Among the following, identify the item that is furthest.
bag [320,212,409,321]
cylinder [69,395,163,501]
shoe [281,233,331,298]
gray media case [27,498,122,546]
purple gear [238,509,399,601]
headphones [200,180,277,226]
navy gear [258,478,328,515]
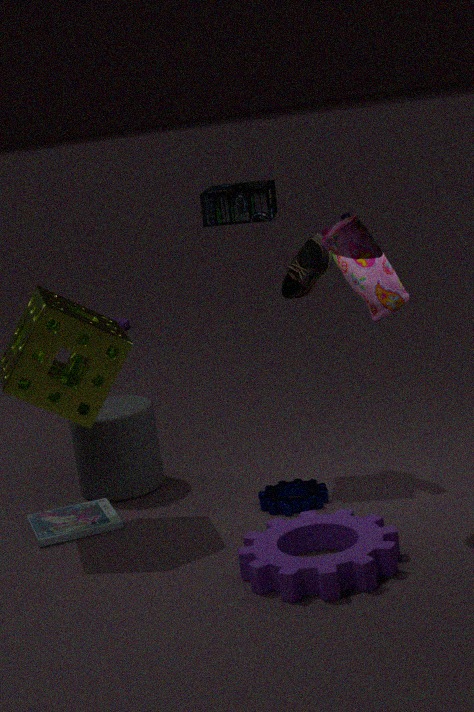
cylinder [69,395,163,501]
